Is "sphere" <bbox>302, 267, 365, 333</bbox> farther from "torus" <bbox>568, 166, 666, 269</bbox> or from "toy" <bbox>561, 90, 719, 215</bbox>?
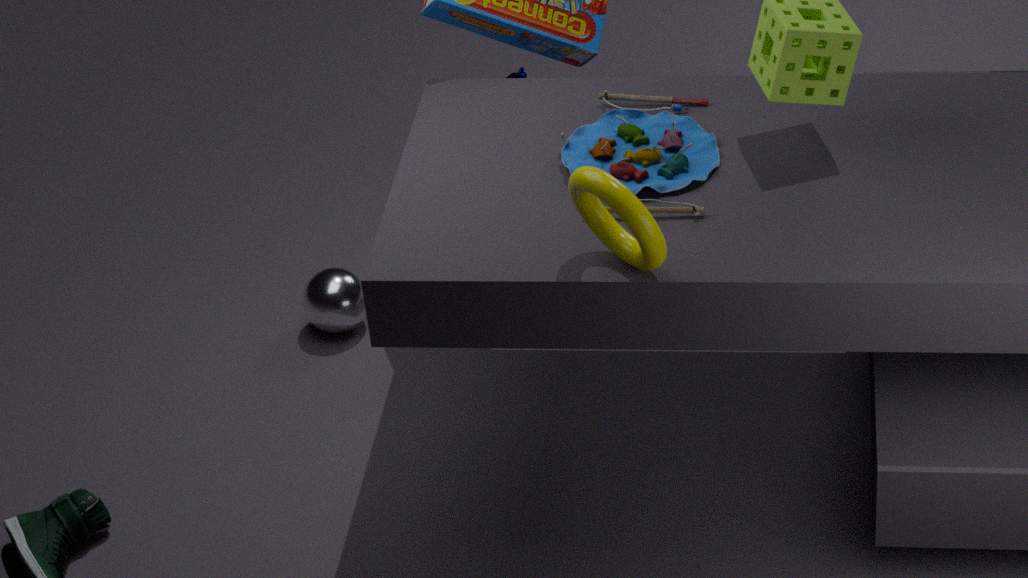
"torus" <bbox>568, 166, 666, 269</bbox>
